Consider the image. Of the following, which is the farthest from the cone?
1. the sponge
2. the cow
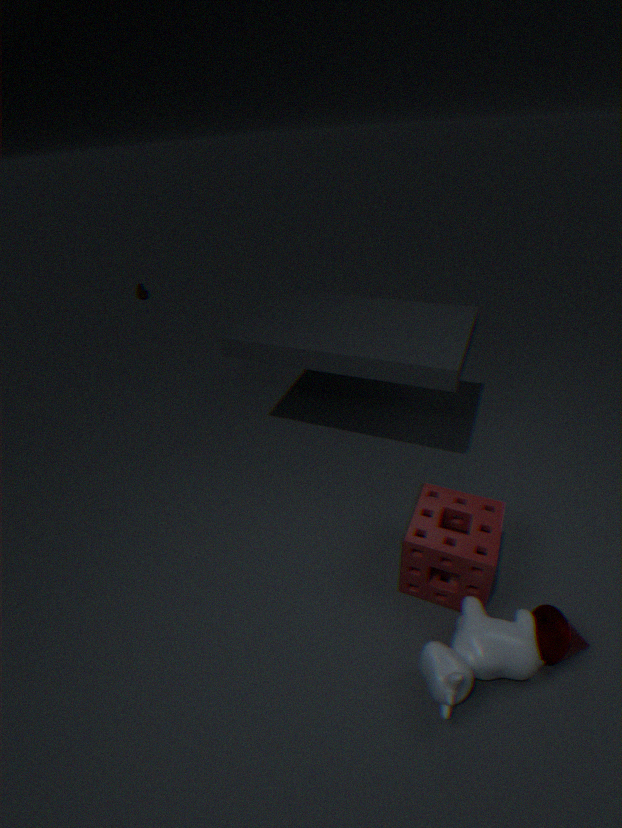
the sponge
